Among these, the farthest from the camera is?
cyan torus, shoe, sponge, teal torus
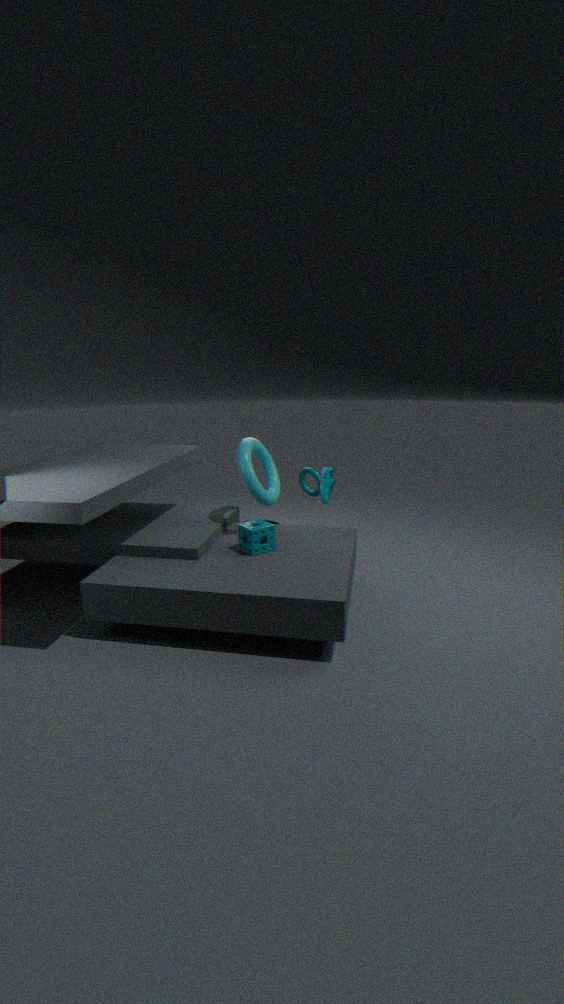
teal torus
